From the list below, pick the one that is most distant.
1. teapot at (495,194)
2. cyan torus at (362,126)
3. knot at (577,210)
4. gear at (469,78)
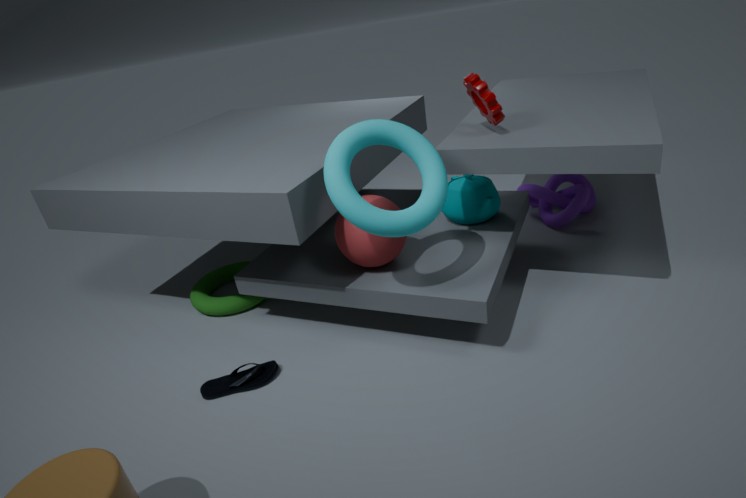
knot at (577,210)
